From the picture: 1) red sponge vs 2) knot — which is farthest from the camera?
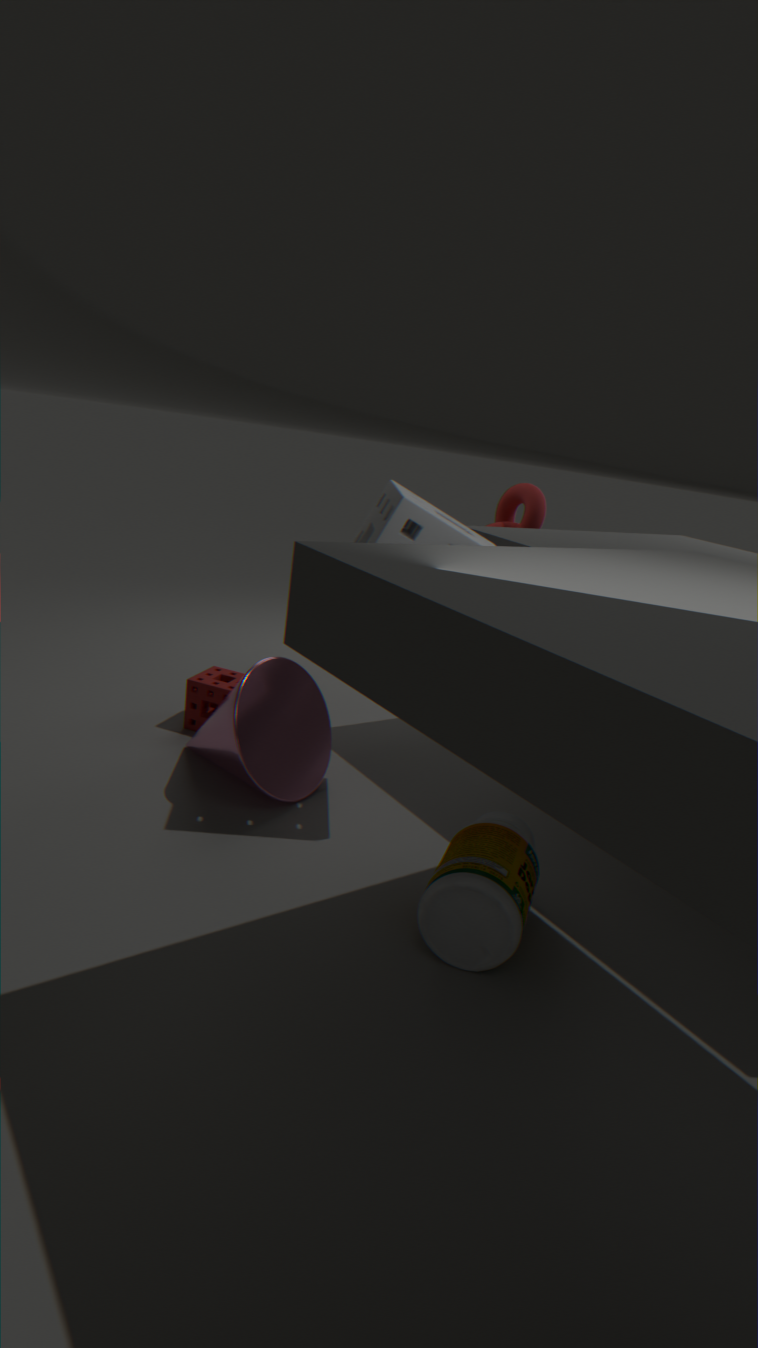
2. knot
